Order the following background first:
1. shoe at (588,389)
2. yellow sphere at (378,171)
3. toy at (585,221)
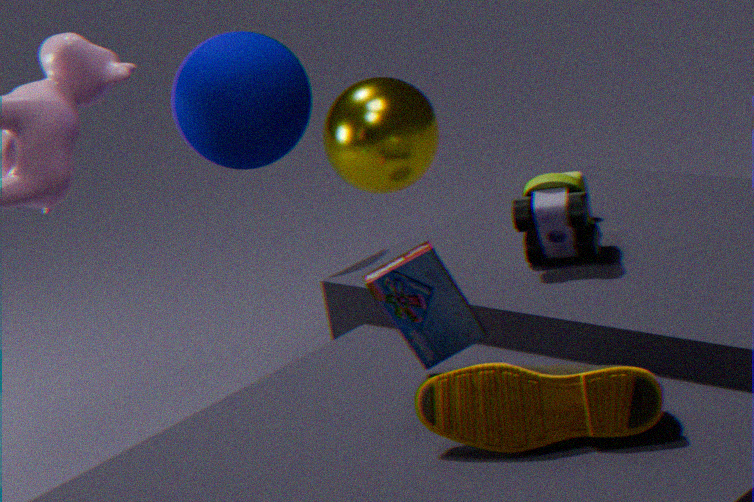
1. yellow sphere at (378,171)
2. toy at (585,221)
3. shoe at (588,389)
